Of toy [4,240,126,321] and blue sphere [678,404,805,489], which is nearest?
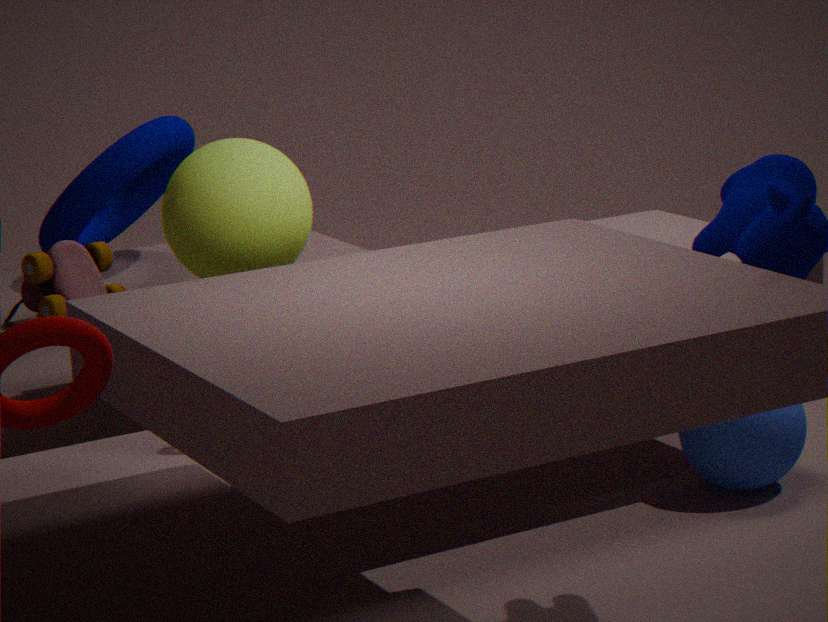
toy [4,240,126,321]
